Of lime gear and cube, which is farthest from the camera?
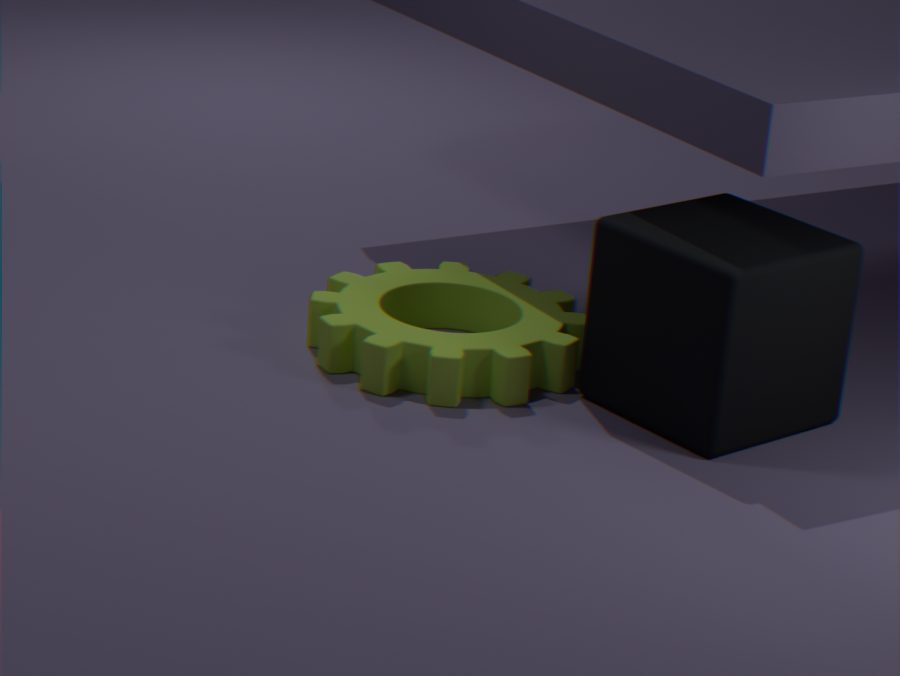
lime gear
